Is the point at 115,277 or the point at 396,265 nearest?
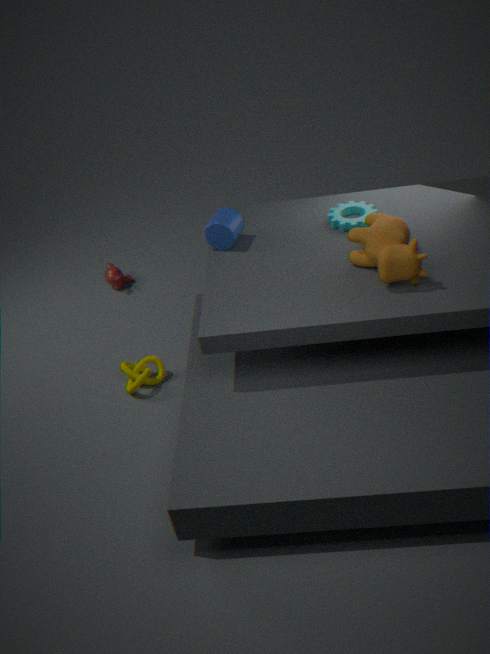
the point at 396,265
